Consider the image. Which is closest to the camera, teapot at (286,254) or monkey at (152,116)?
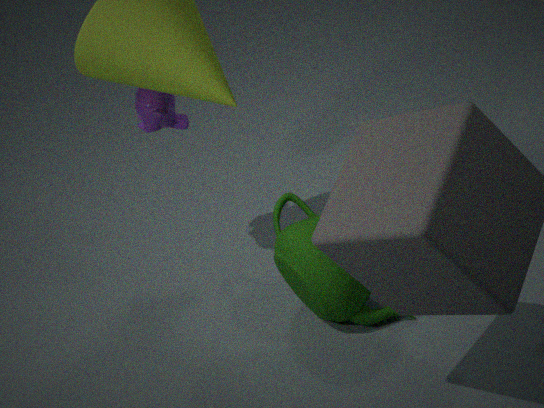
teapot at (286,254)
